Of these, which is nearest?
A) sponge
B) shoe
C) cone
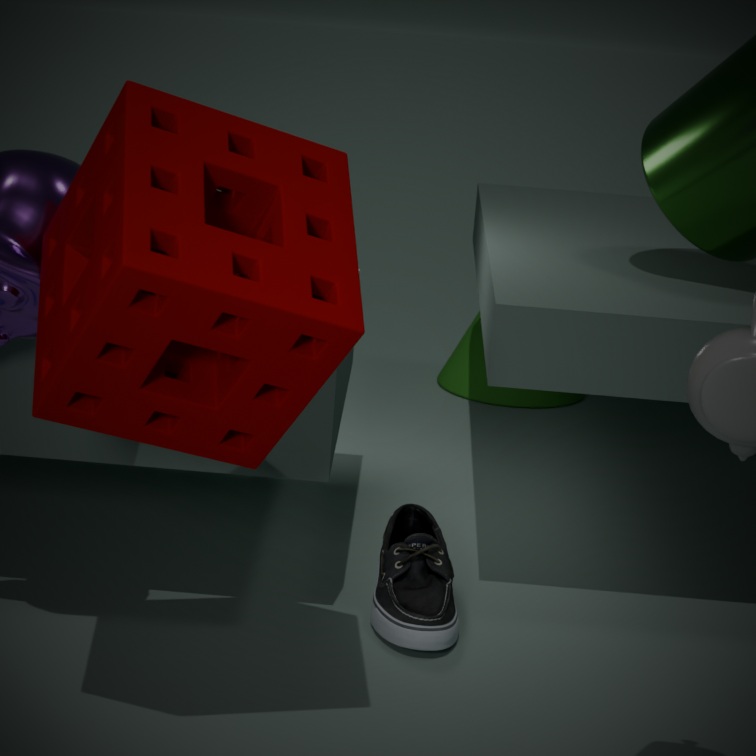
sponge
